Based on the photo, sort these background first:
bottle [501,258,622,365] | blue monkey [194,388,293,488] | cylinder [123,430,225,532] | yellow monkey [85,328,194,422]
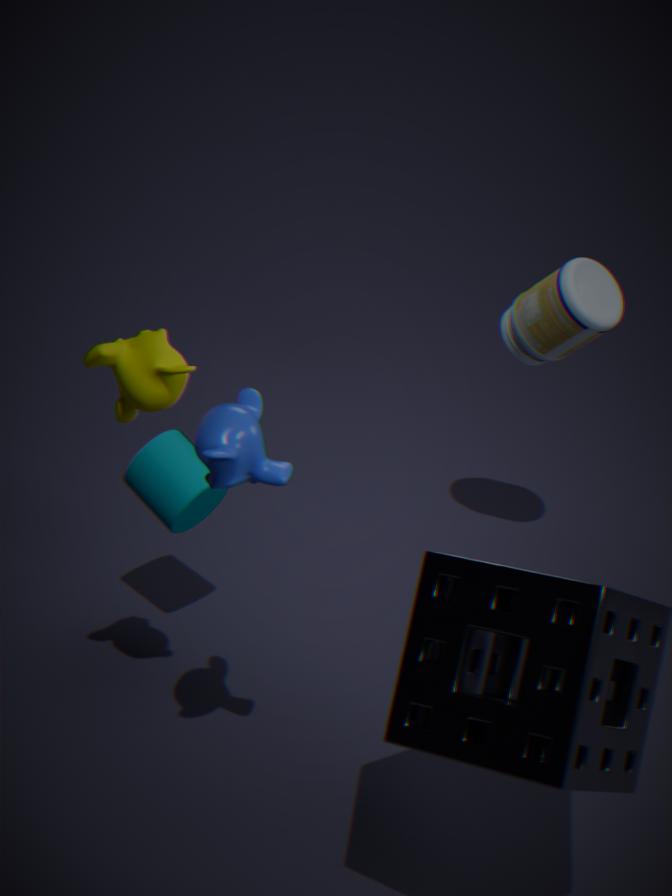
bottle [501,258,622,365] < cylinder [123,430,225,532] < yellow monkey [85,328,194,422] < blue monkey [194,388,293,488]
